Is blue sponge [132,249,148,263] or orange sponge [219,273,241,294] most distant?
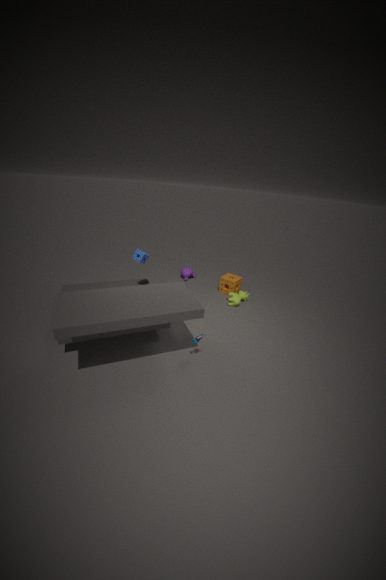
orange sponge [219,273,241,294]
